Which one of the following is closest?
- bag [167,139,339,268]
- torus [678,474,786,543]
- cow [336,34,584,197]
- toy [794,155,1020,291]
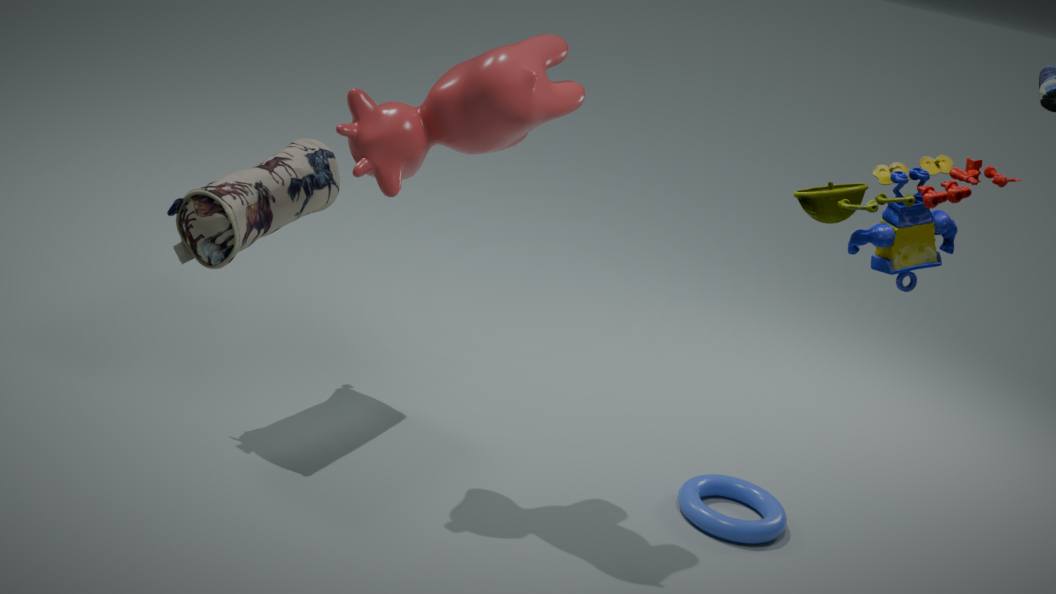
toy [794,155,1020,291]
